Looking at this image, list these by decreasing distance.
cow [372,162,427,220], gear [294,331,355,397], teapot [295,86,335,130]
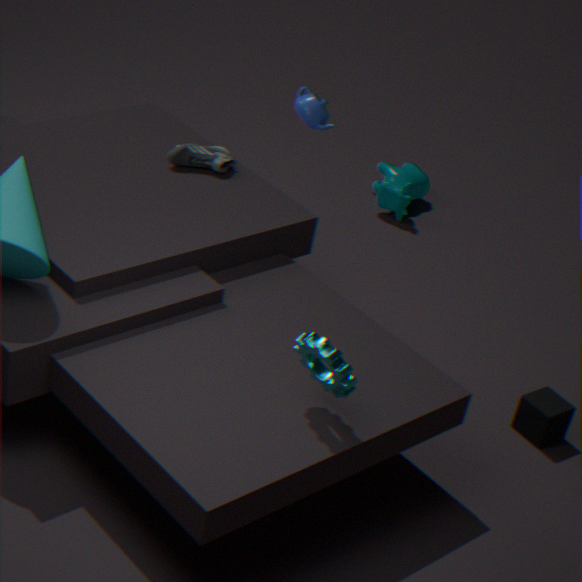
1. cow [372,162,427,220]
2. teapot [295,86,335,130]
3. gear [294,331,355,397]
